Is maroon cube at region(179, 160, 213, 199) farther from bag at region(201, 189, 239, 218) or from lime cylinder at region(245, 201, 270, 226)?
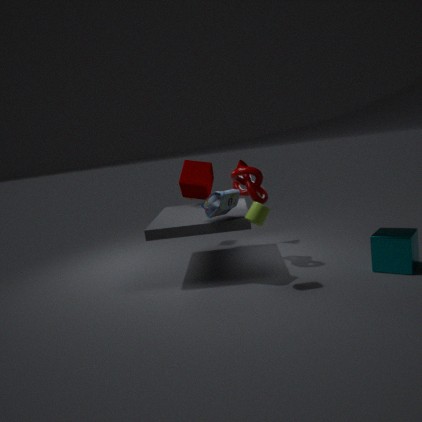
lime cylinder at region(245, 201, 270, 226)
